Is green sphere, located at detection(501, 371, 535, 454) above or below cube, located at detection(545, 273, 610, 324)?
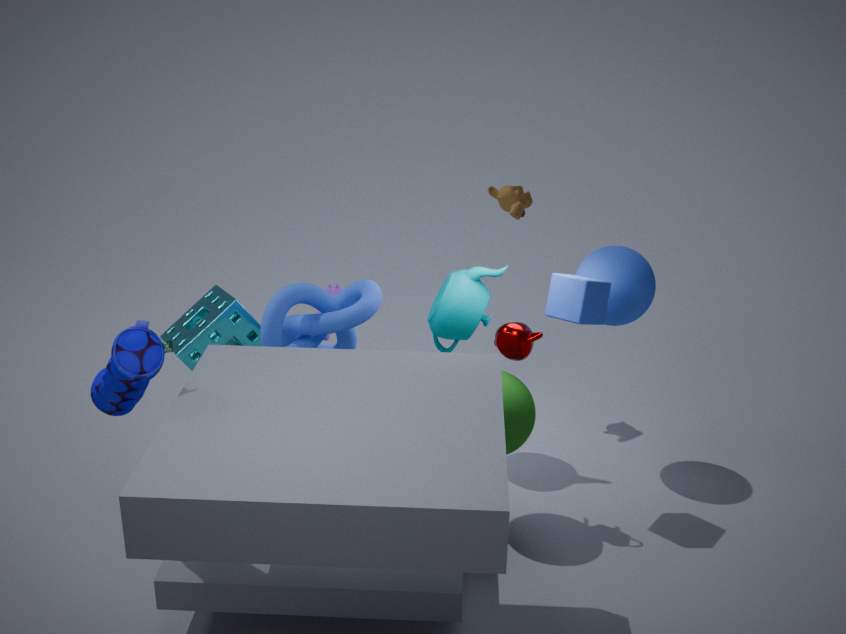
below
